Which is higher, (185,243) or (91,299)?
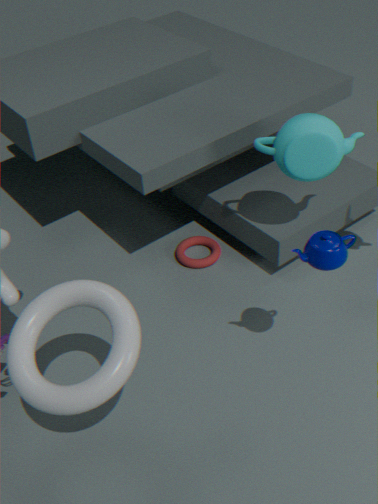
(91,299)
